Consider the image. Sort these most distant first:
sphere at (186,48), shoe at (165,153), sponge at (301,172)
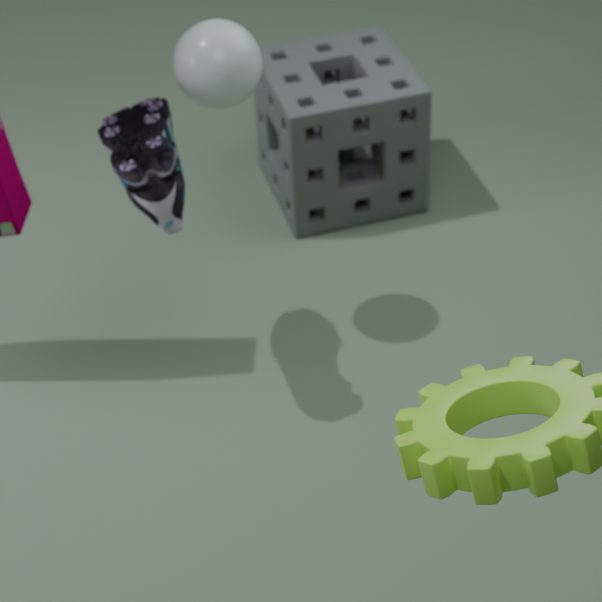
sponge at (301,172) → sphere at (186,48) → shoe at (165,153)
